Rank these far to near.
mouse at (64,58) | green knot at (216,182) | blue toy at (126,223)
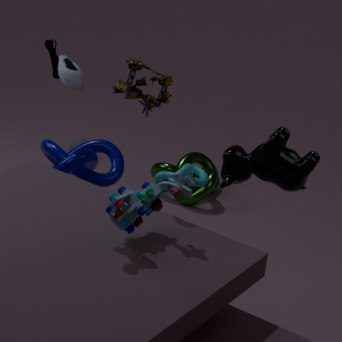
1. green knot at (216,182)
2. mouse at (64,58)
3. blue toy at (126,223)
